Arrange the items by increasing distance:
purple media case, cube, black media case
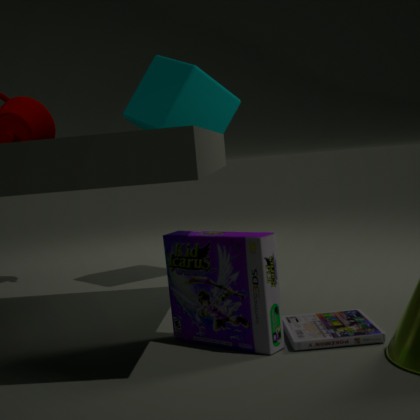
1. purple media case
2. black media case
3. cube
